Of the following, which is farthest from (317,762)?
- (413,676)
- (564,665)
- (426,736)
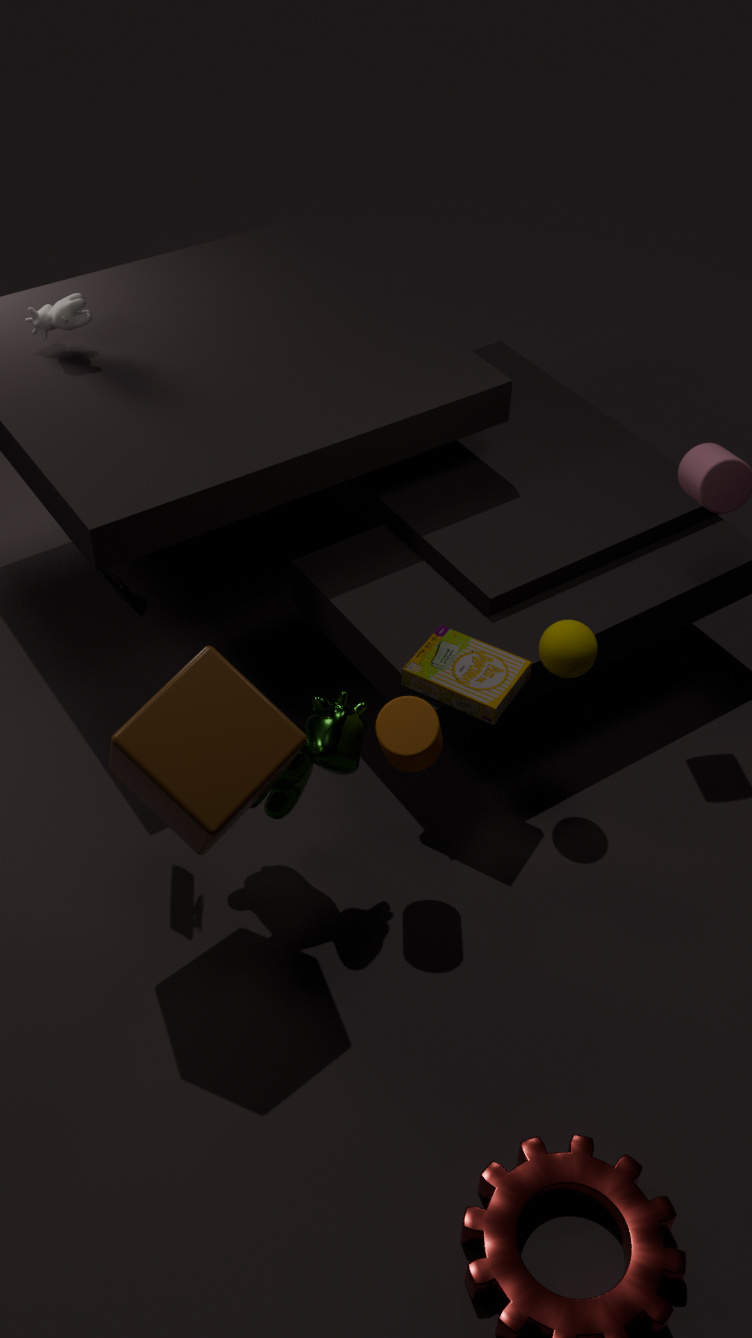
(564,665)
